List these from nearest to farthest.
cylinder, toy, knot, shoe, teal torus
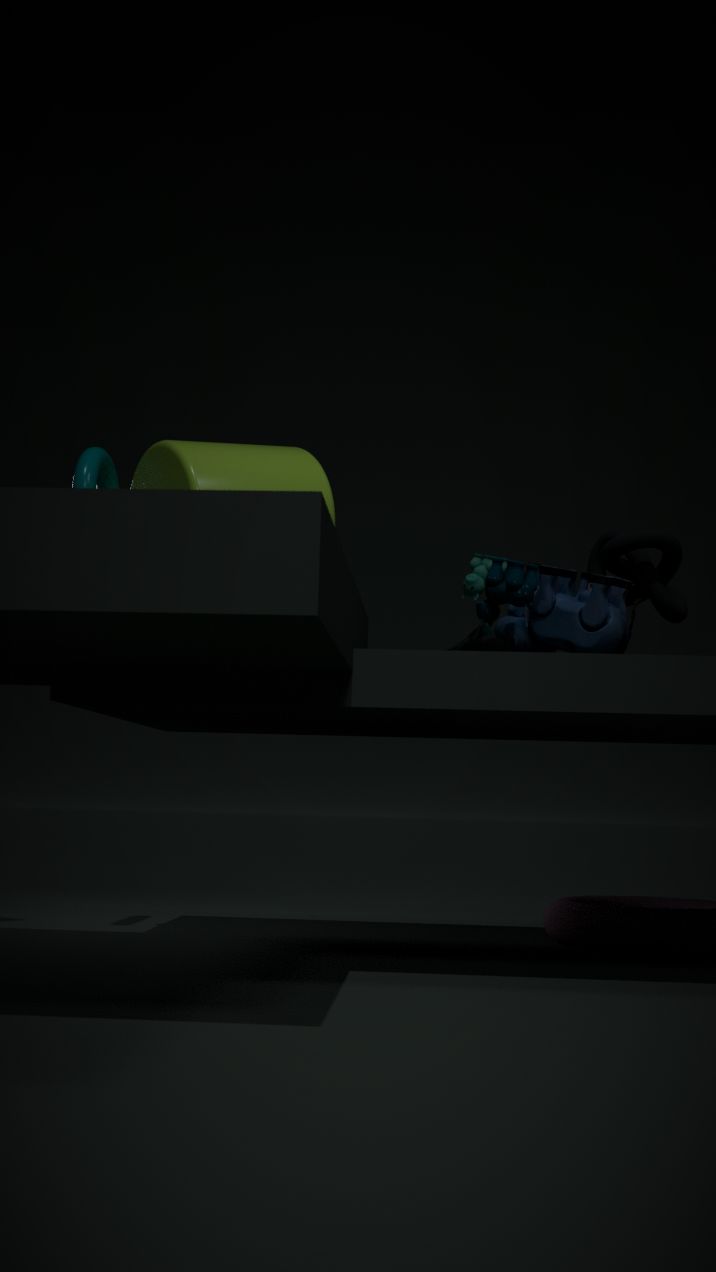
toy
knot
cylinder
shoe
teal torus
